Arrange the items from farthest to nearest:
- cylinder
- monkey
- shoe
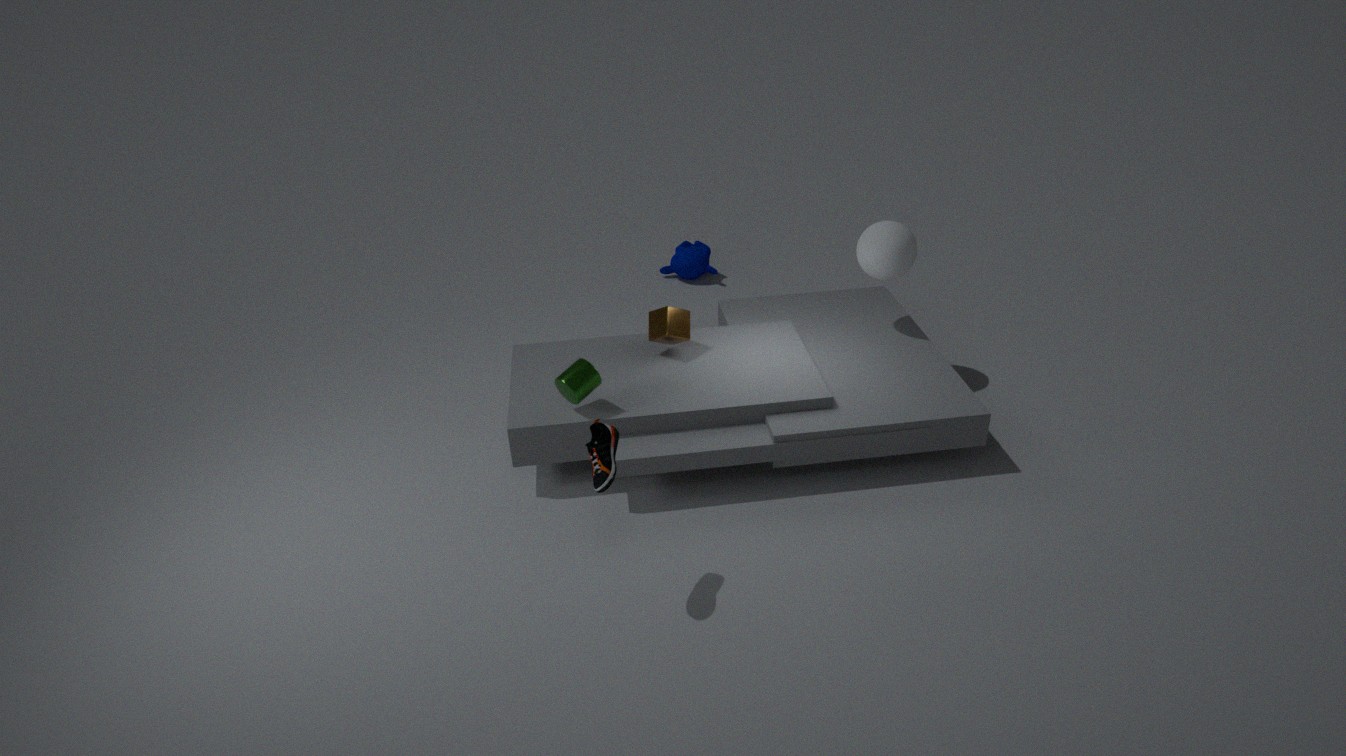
monkey, cylinder, shoe
